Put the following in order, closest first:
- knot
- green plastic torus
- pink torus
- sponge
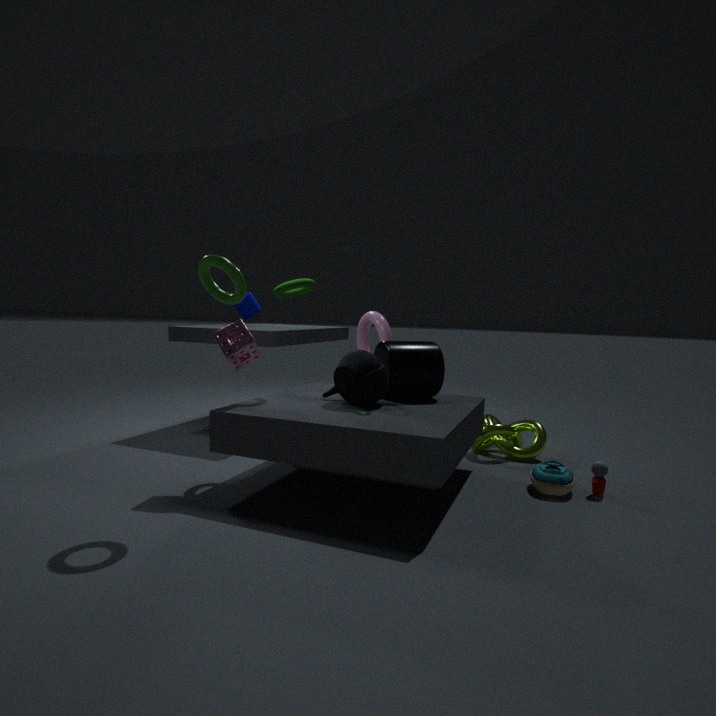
green plastic torus < sponge < knot < pink torus
